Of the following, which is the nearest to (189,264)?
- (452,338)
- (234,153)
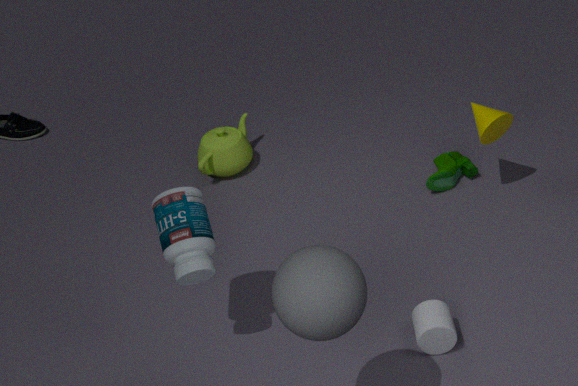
(452,338)
